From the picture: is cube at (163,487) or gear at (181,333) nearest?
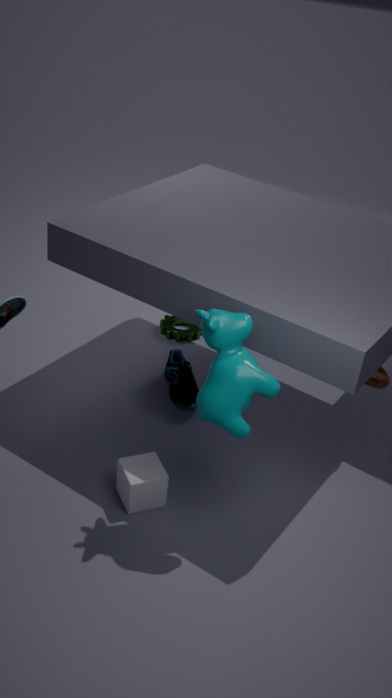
cube at (163,487)
